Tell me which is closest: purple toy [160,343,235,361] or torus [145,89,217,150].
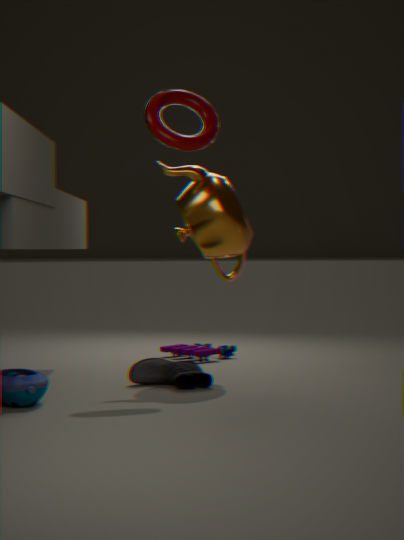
torus [145,89,217,150]
